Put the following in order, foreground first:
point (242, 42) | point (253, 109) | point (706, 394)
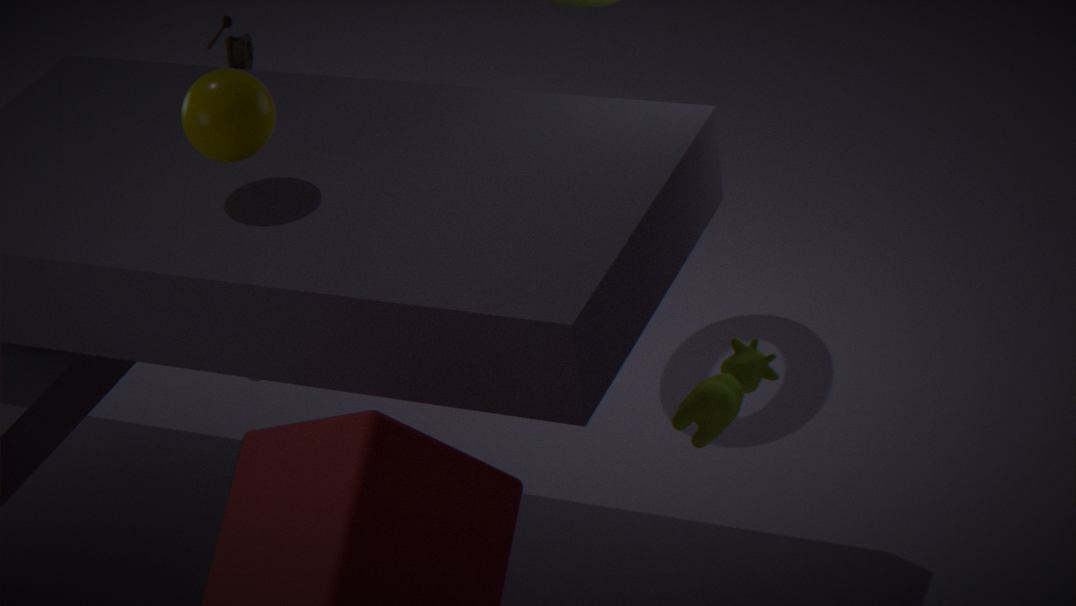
point (253, 109) < point (706, 394) < point (242, 42)
